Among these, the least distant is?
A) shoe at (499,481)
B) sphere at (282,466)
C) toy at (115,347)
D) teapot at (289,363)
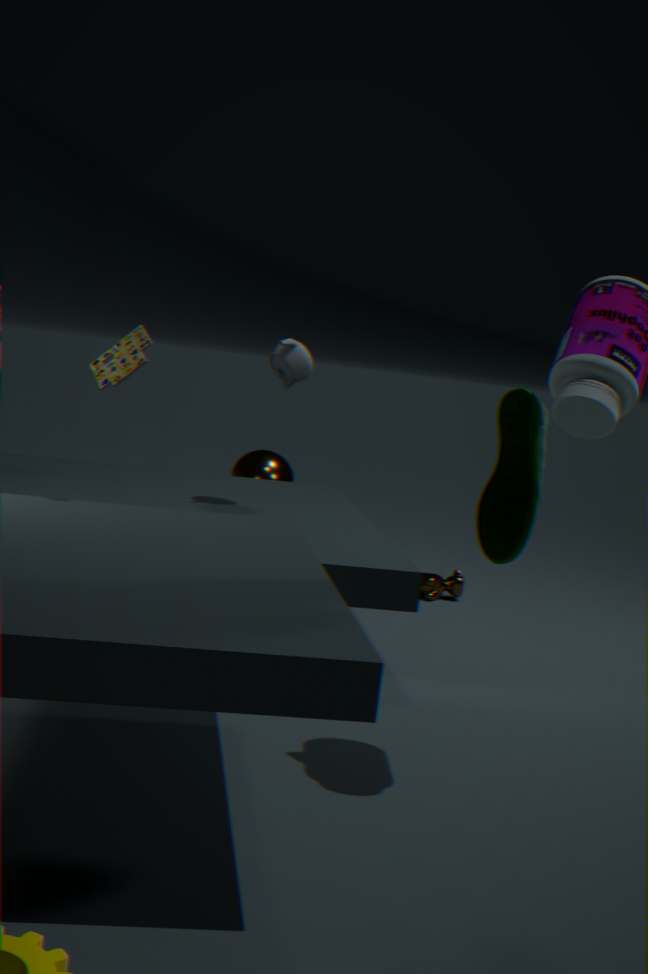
shoe at (499,481)
